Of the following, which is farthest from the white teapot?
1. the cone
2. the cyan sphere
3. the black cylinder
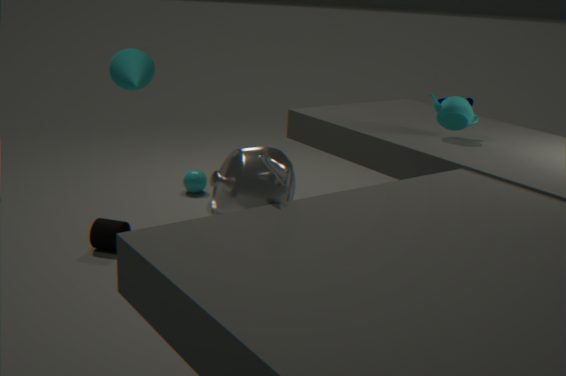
the cyan sphere
